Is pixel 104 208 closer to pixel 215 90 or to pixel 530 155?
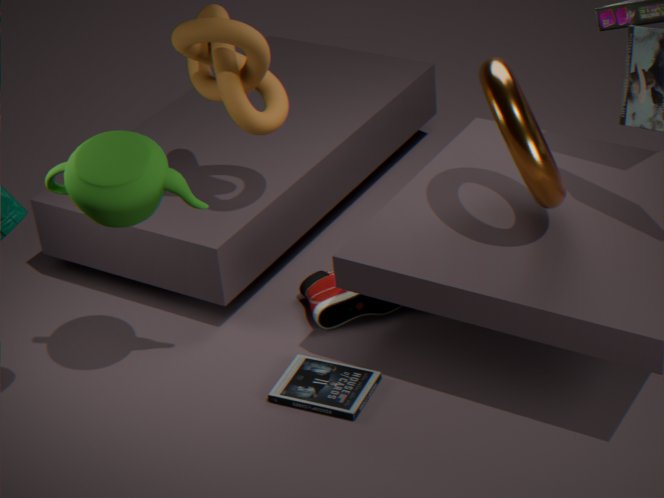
pixel 215 90
